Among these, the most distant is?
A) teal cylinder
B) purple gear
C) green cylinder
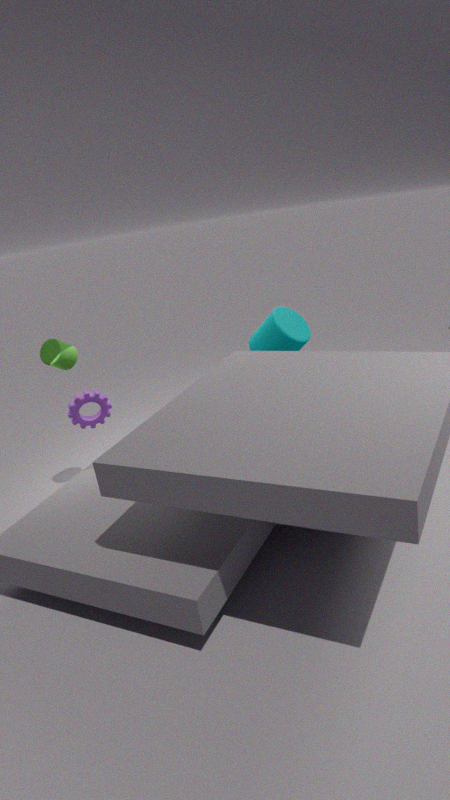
teal cylinder
